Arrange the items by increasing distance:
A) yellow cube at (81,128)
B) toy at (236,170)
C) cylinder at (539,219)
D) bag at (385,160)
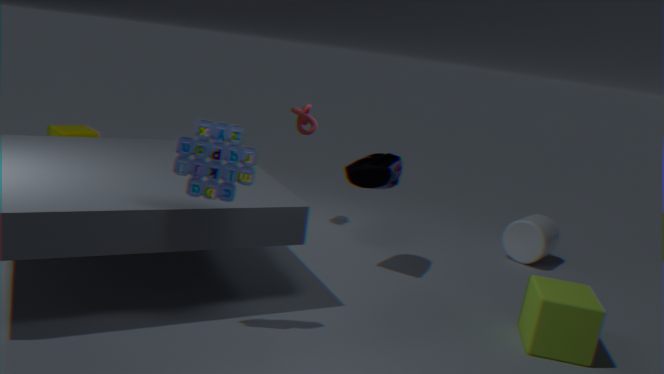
1. toy at (236,170)
2. bag at (385,160)
3. cylinder at (539,219)
4. yellow cube at (81,128)
